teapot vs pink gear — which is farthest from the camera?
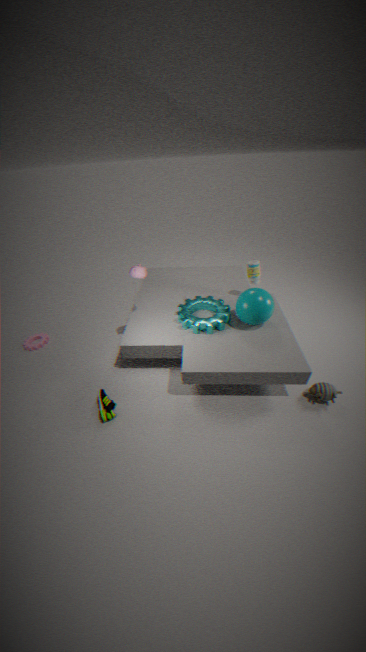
pink gear
